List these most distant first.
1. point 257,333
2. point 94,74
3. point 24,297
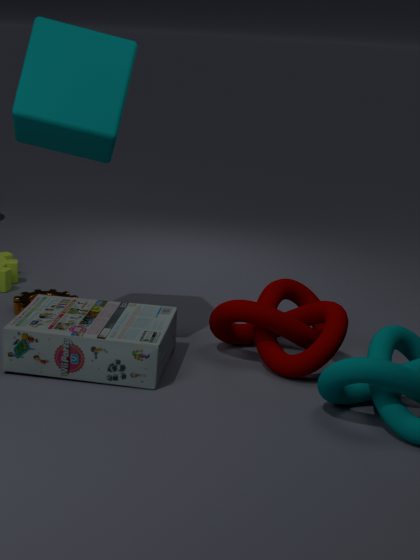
1. point 24,297
2. point 257,333
3. point 94,74
